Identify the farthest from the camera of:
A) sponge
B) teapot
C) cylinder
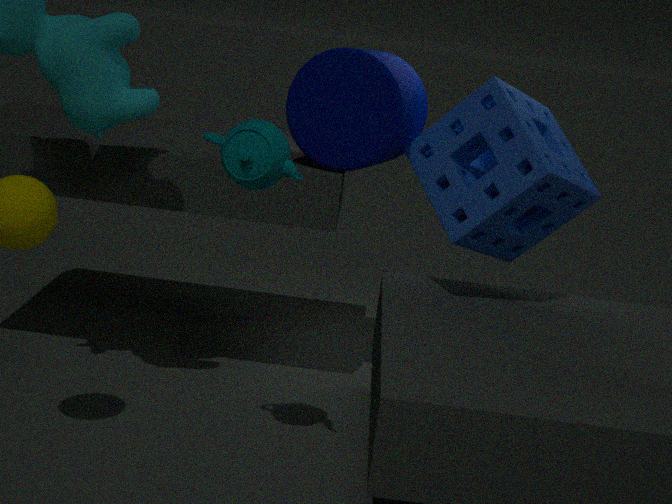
cylinder
